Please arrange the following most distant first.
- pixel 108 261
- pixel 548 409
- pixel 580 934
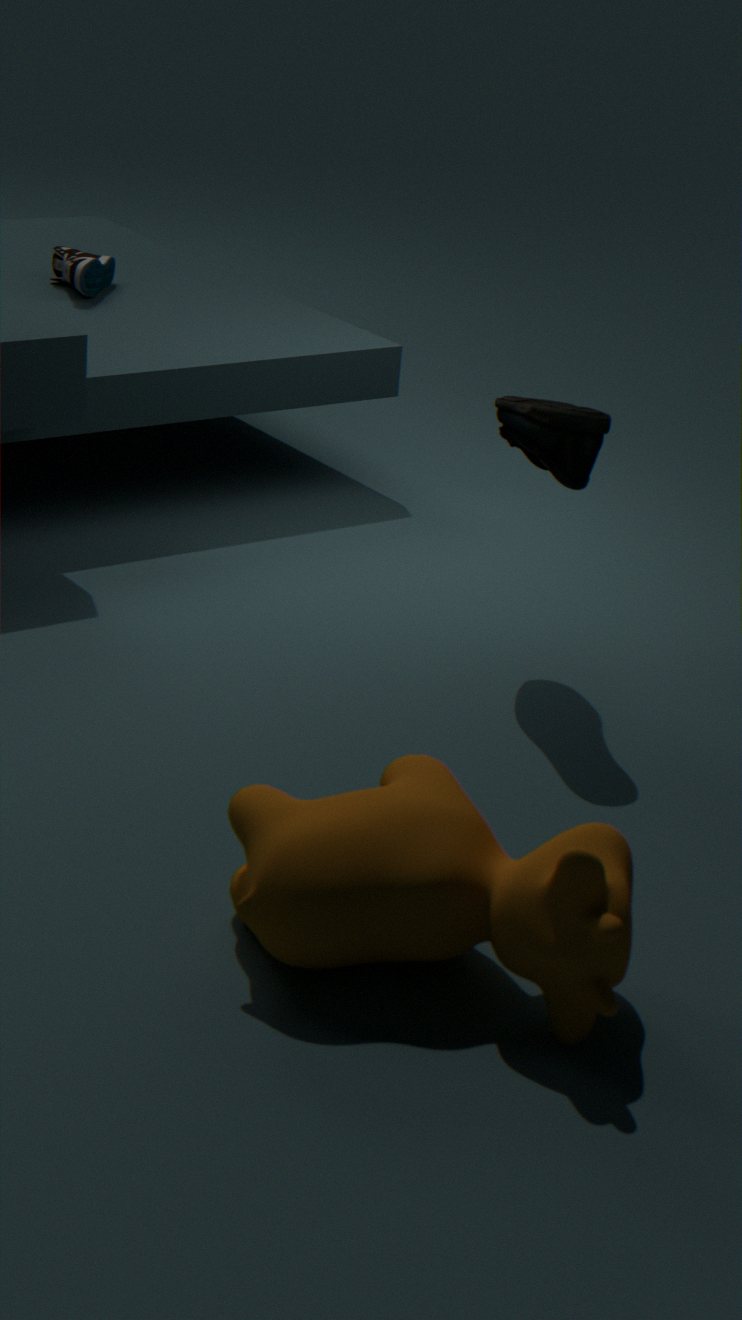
pixel 108 261 → pixel 548 409 → pixel 580 934
